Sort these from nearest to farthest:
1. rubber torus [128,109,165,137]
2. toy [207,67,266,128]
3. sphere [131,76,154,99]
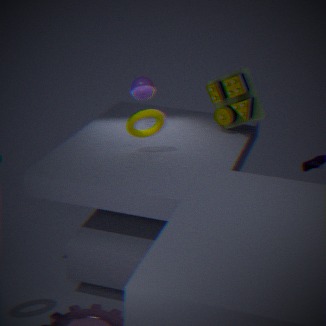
rubber torus [128,109,165,137]
toy [207,67,266,128]
sphere [131,76,154,99]
